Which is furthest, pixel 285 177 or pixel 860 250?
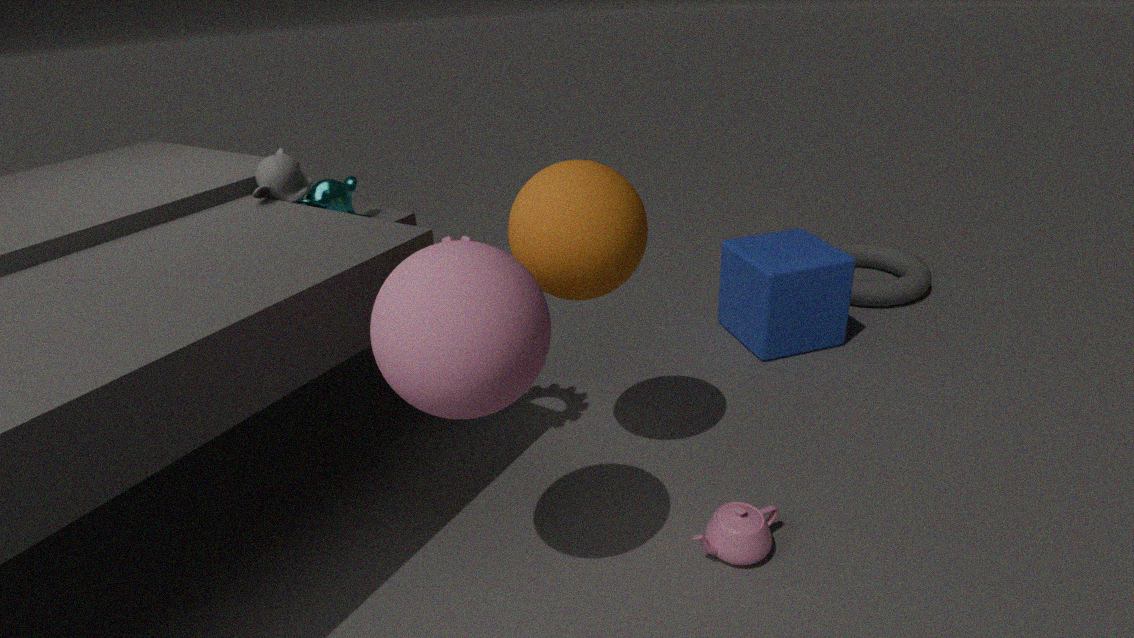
pixel 860 250
